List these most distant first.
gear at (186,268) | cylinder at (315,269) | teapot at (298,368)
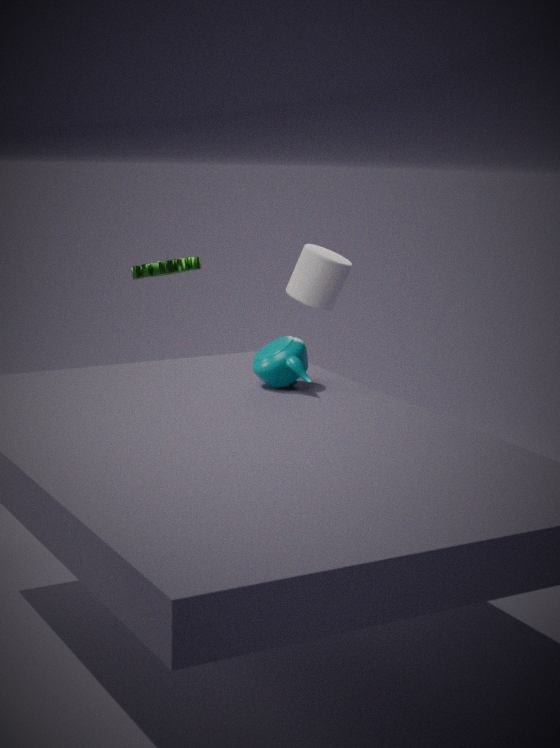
gear at (186,268) → cylinder at (315,269) → teapot at (298,368)
